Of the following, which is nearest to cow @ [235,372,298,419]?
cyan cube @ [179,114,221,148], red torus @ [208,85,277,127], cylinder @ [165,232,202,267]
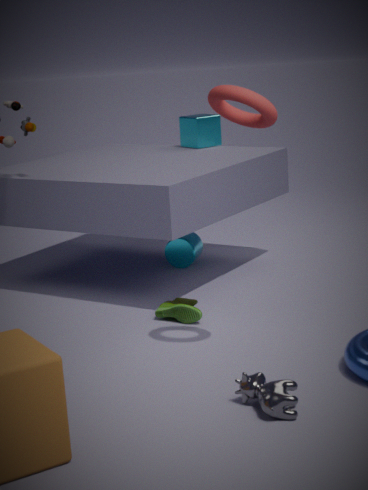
red torus @ [208,85,277,127]
